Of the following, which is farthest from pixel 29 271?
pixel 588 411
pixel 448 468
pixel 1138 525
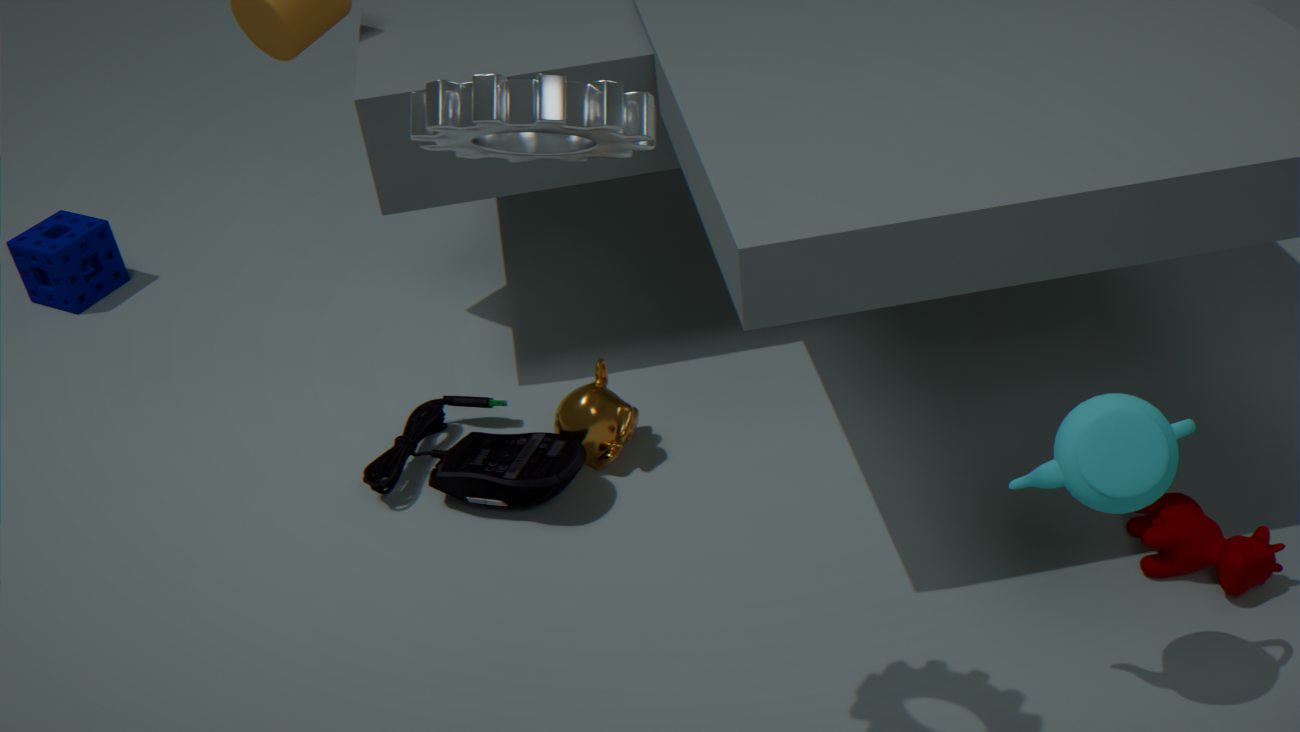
pixel 1138 525
